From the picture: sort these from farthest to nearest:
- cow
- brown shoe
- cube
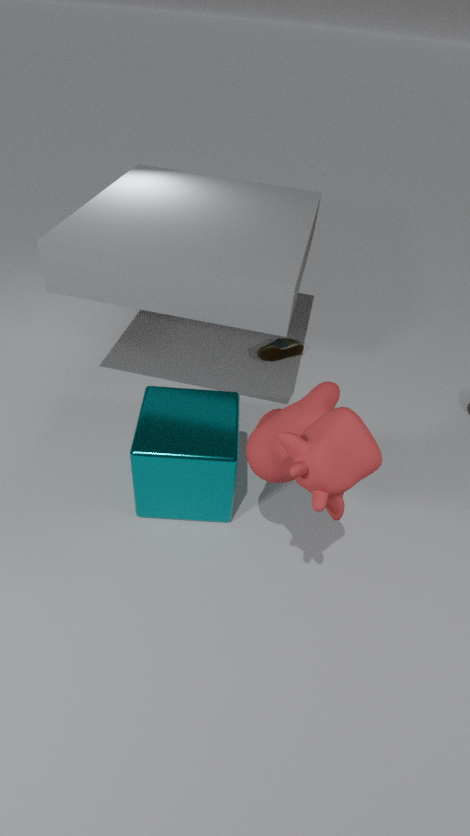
brown shoe → cube → cow
